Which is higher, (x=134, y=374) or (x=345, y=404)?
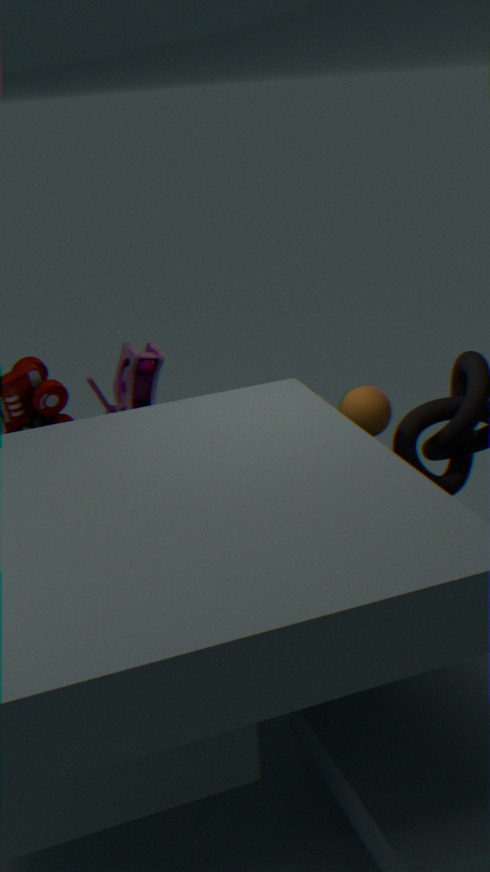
(x=345, y=404)
